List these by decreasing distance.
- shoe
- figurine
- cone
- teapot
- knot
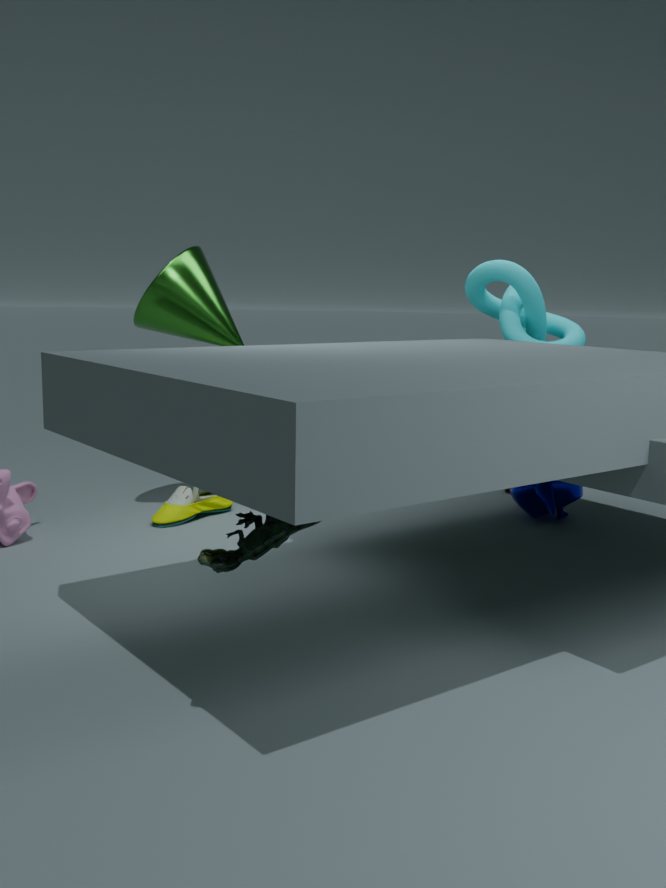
1. teapot
2. shoe
3. cone
4. knot
5. figurine
